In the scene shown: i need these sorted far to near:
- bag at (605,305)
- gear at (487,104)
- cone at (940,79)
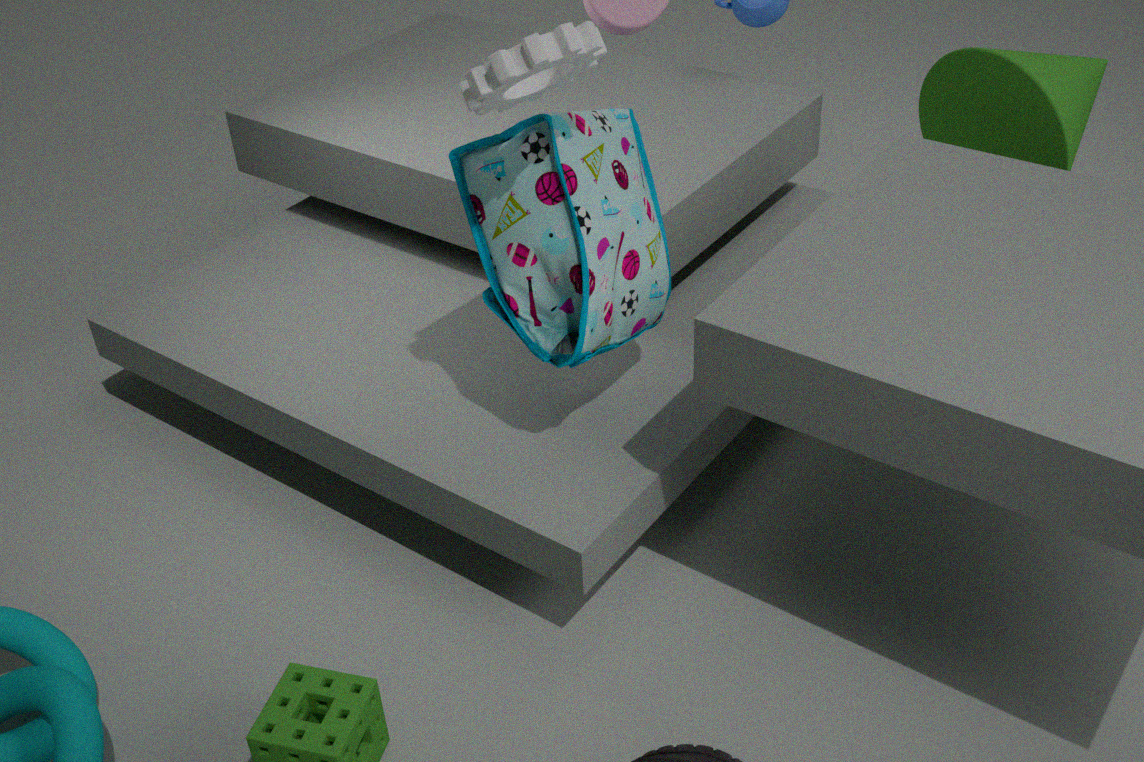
1. cone at (940,79)
2. bag at (605,305)
3. gear at (487,104)
